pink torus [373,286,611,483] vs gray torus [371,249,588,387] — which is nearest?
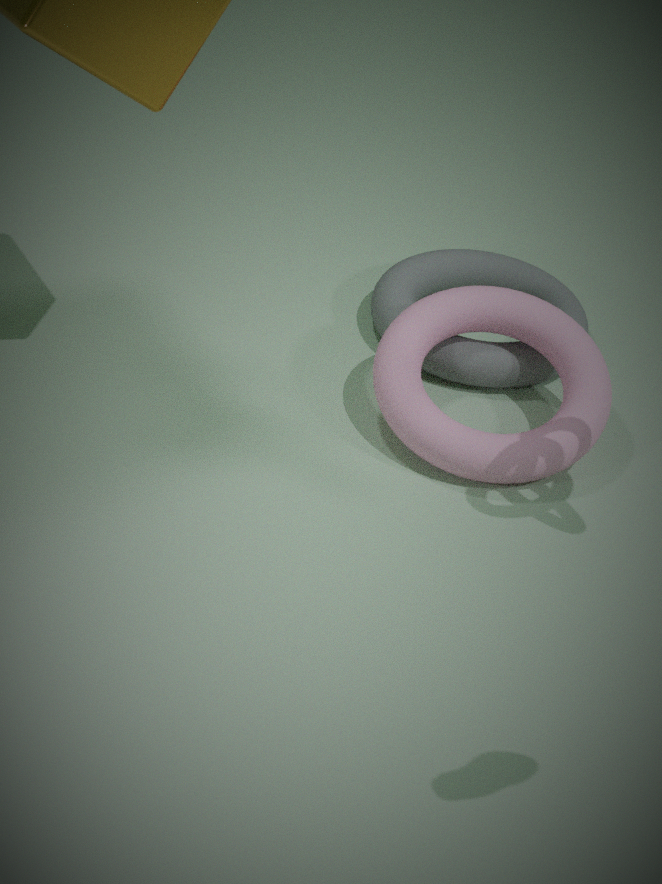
pink torus [373,286,611,483]
